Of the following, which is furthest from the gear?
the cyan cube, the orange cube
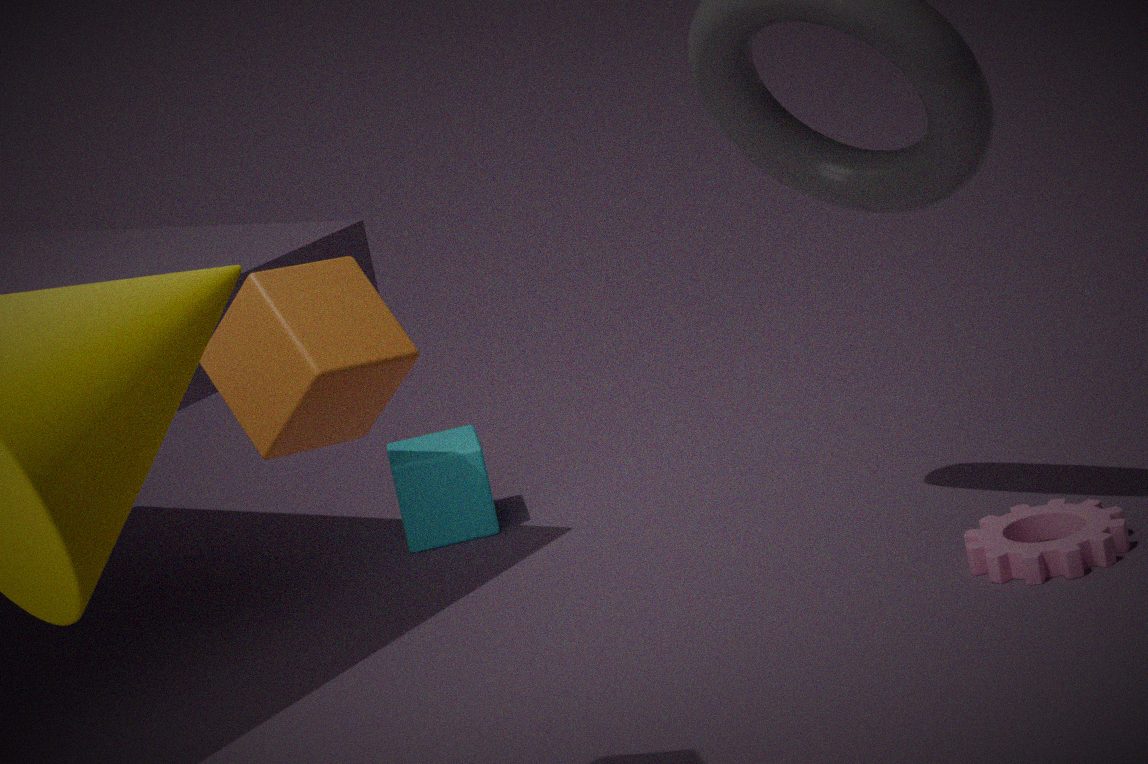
the orange cube
